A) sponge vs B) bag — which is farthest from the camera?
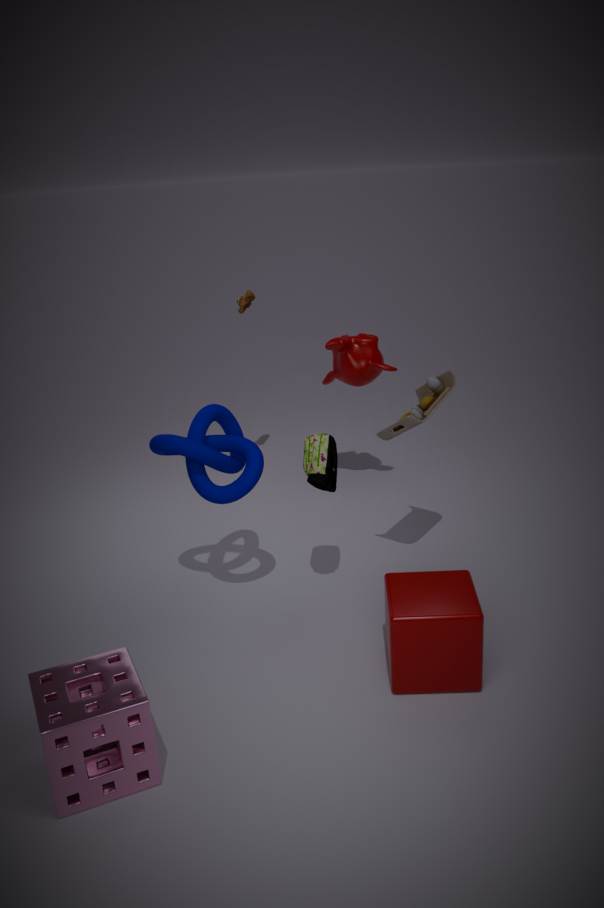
B. bag
